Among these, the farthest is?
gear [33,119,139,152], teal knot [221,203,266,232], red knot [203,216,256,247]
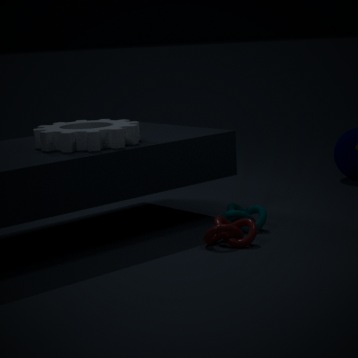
teal knot [221,203,266,232]
